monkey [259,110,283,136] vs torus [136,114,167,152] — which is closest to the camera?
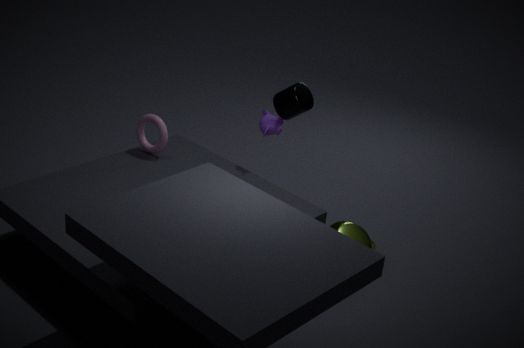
monkey [259,110,283,136]
